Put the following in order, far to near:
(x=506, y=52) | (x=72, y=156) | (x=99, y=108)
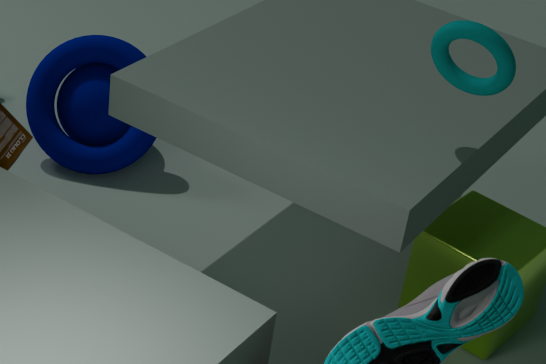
(x=99, y=108), (x=72, y=156), (x=506, y=52)
